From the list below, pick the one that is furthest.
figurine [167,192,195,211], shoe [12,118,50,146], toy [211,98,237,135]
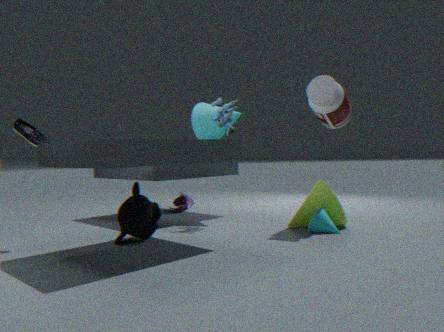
figurine [167,192,195,211]
